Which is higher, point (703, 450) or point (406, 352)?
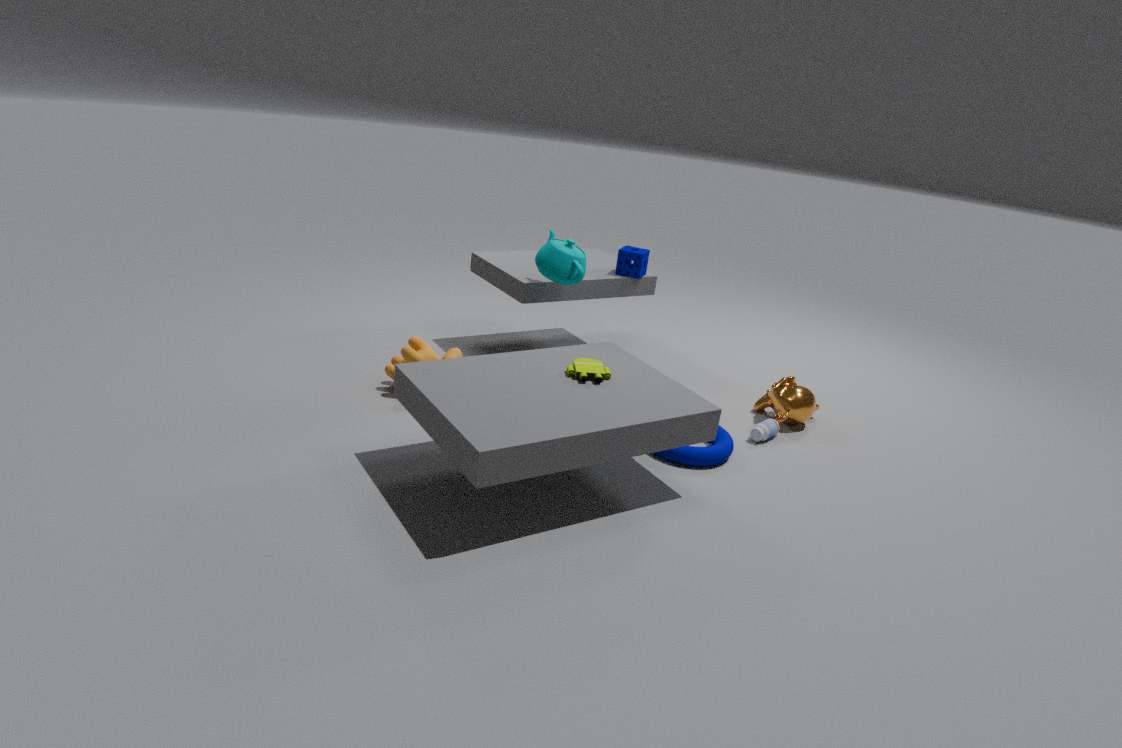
point (406, 352)
